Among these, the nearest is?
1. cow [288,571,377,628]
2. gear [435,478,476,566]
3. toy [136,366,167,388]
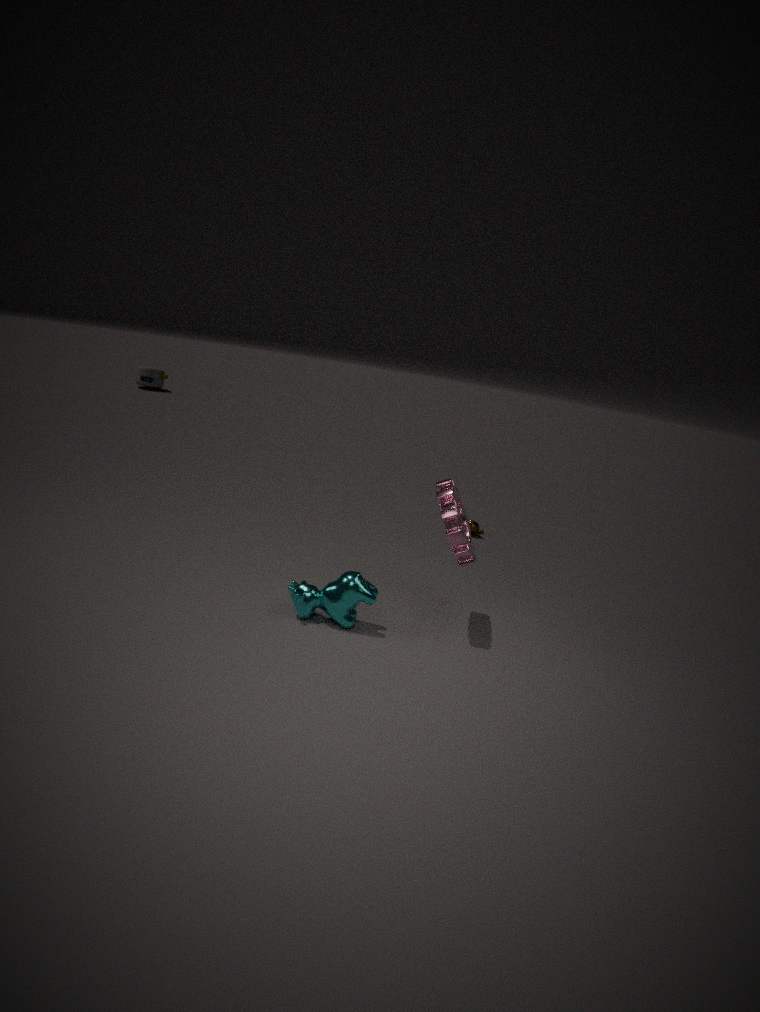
cow [288,571,377,628]
